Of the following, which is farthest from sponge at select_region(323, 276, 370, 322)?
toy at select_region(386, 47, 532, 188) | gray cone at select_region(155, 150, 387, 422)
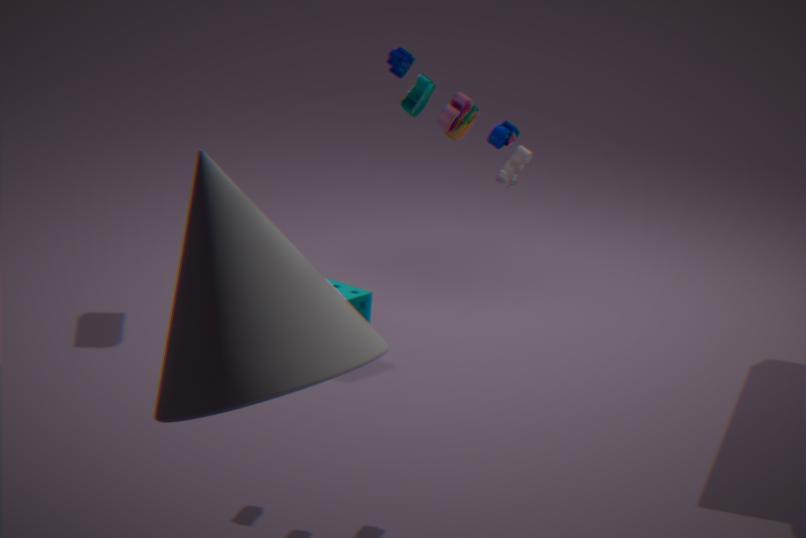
gray cone at select_region(155, 150, 387, 422)
